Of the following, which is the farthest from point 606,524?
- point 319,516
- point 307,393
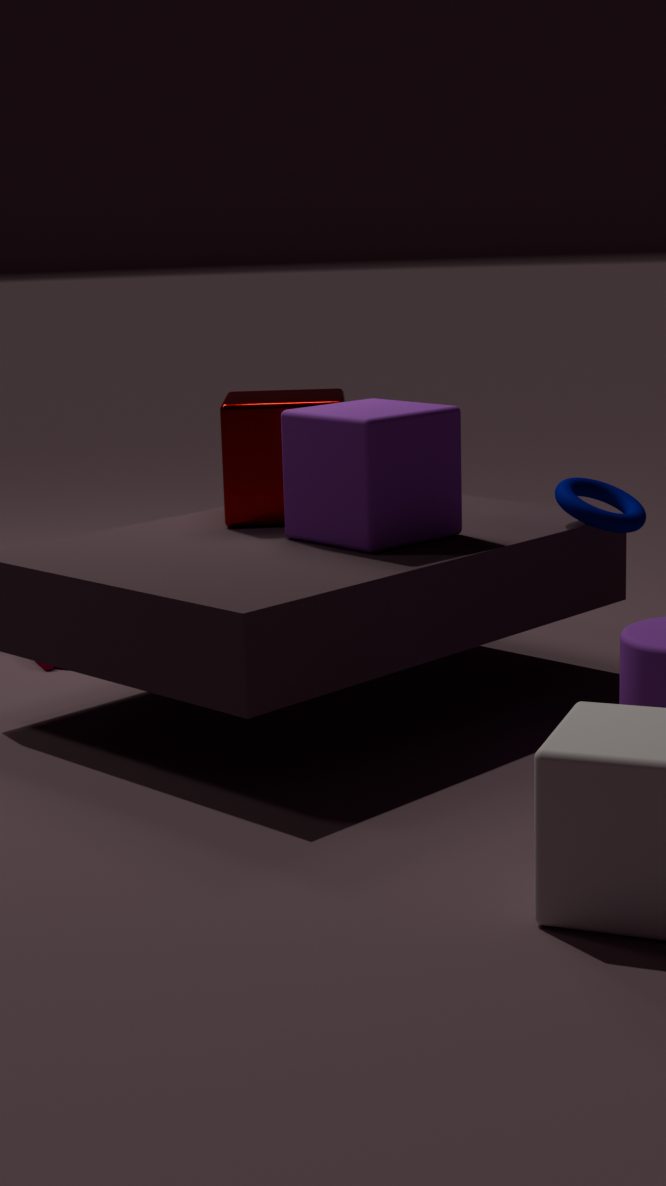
point 307,393
